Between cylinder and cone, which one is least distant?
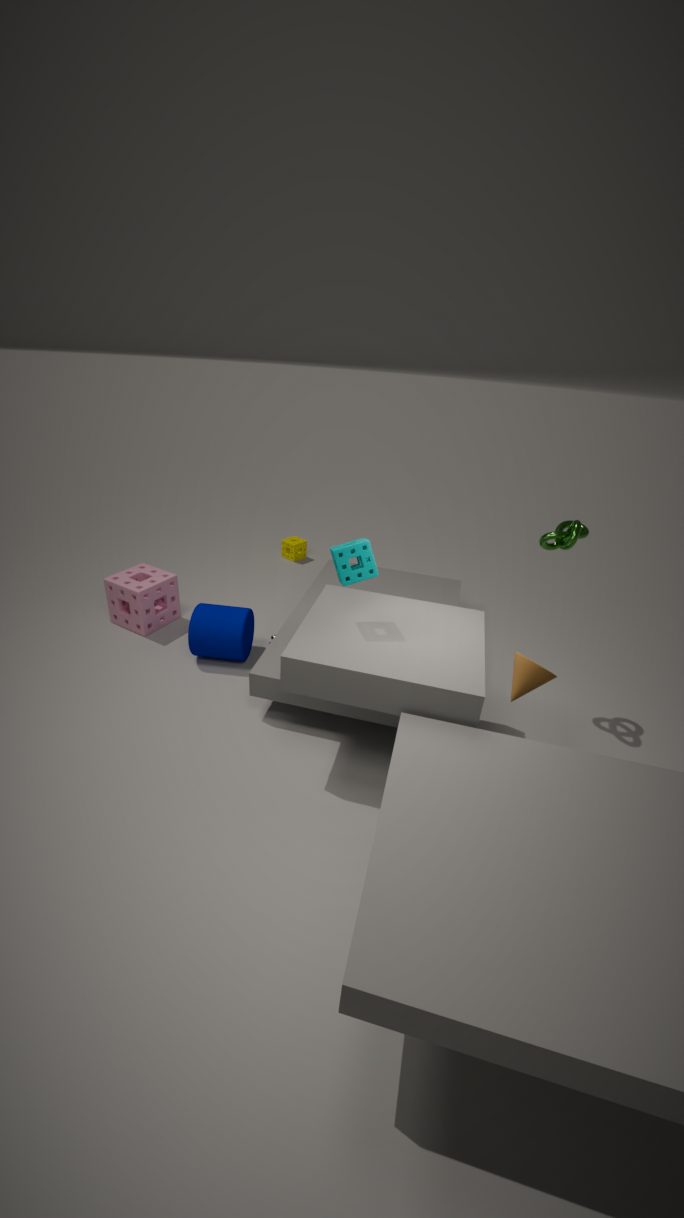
cone
